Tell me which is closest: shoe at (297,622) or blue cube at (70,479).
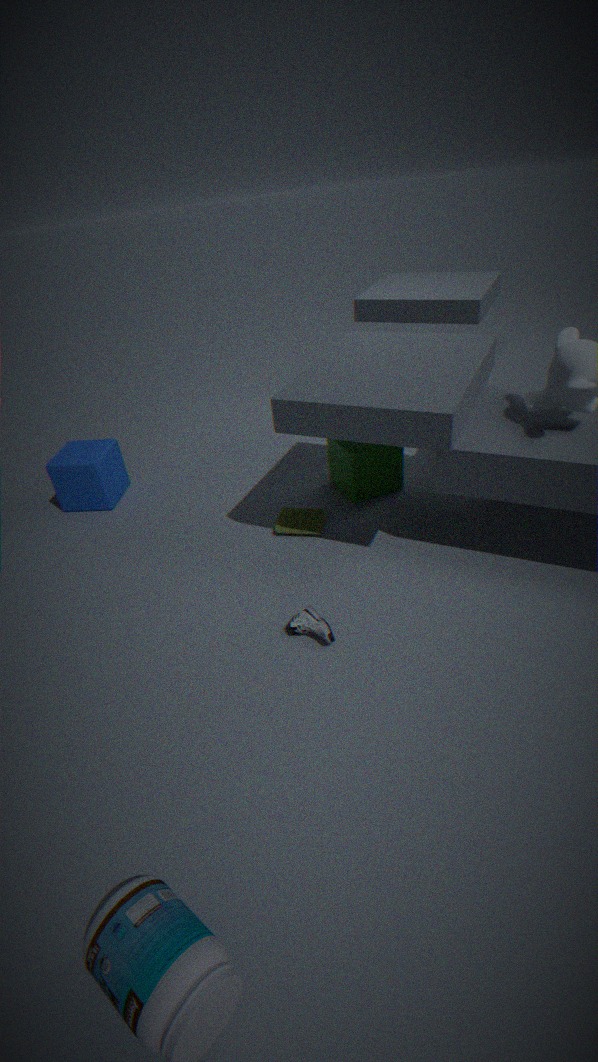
shoe at (297,622)
